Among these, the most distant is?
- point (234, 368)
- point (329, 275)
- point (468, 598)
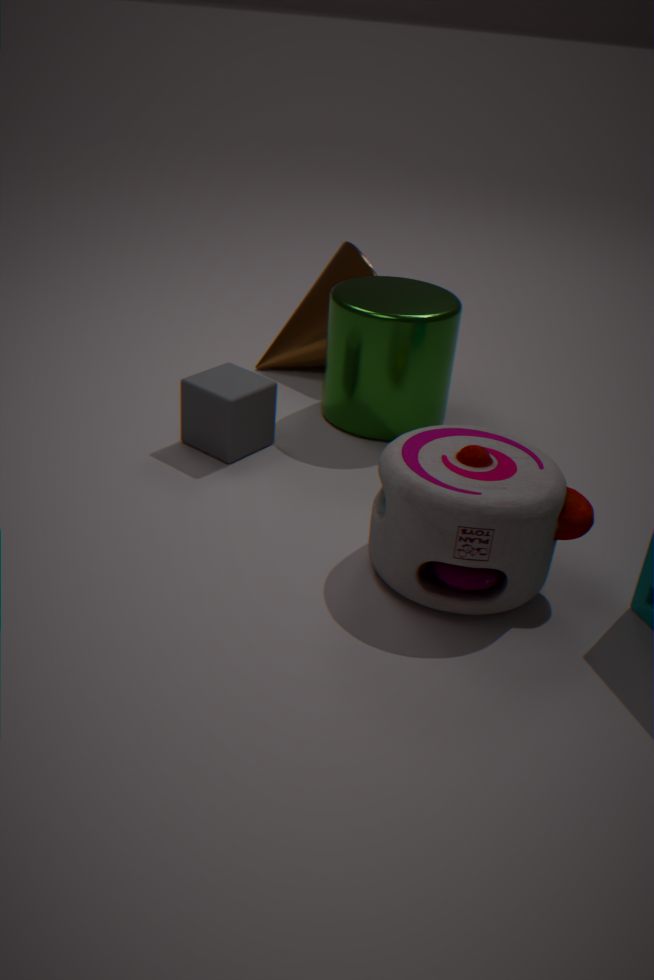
point (329, 275)
